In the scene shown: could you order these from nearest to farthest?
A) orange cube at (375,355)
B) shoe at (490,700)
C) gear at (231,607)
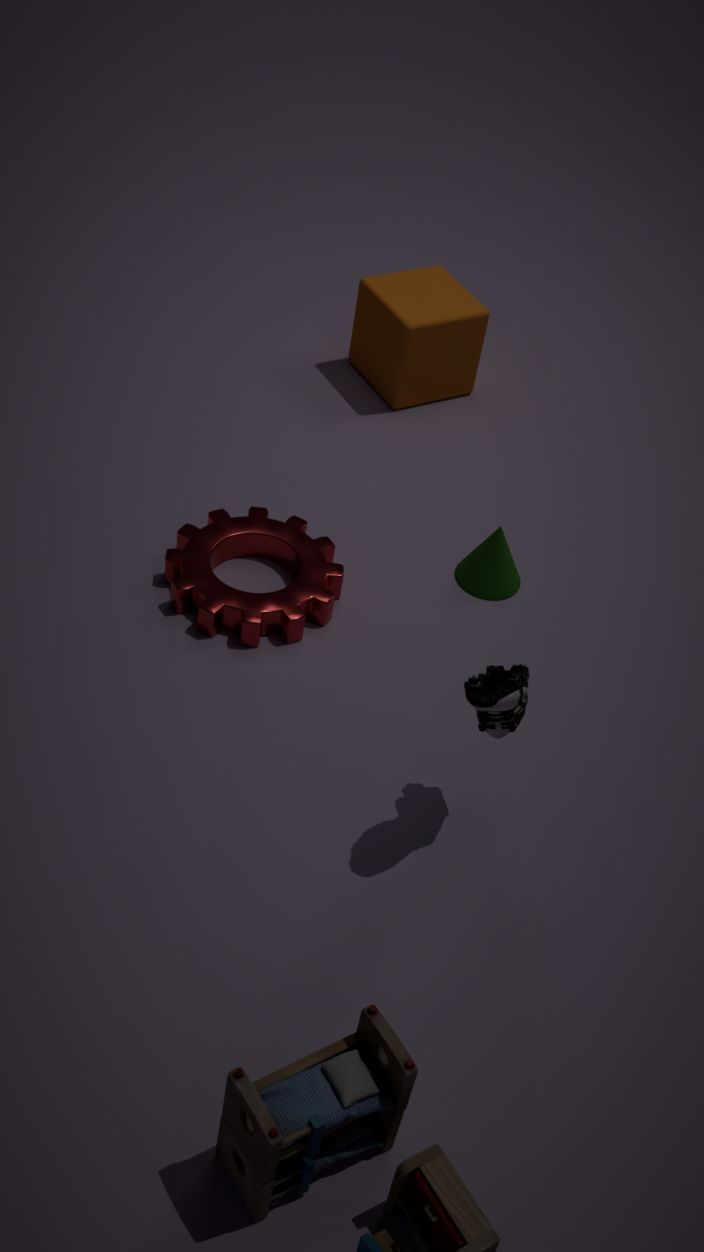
shoe at (490,700) < gear at (231,607) < orange cube at (375,355)
